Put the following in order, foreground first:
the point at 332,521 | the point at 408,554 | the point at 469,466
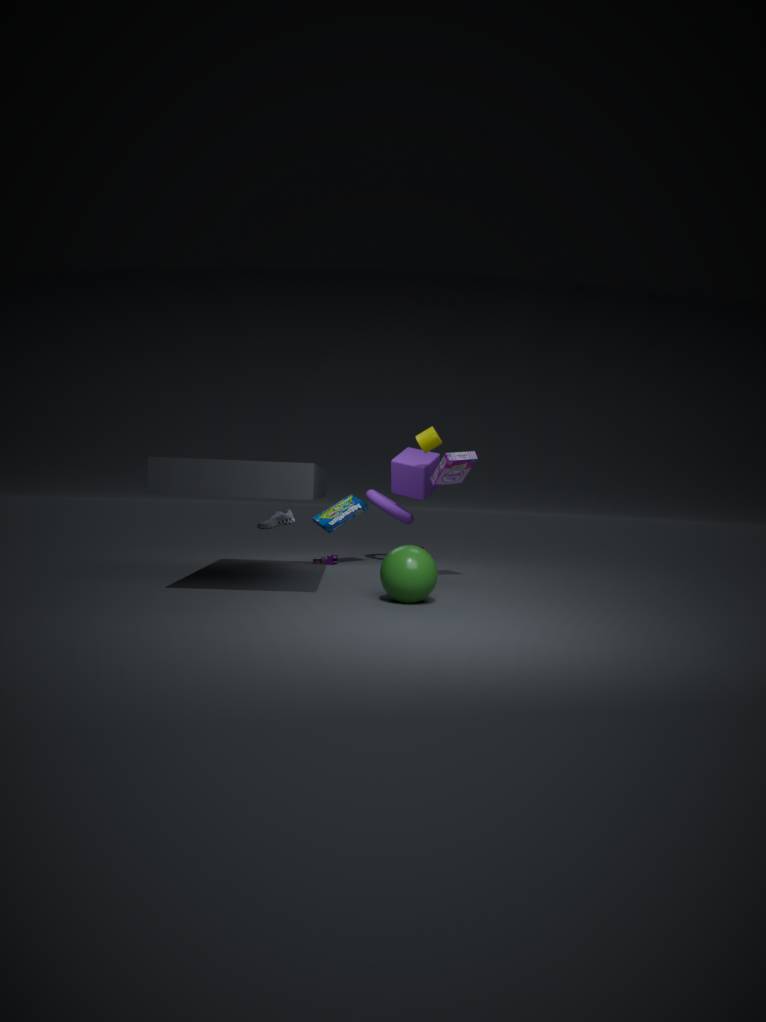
the point at 408,554 → the point at 469,466 → the point at 332,521
